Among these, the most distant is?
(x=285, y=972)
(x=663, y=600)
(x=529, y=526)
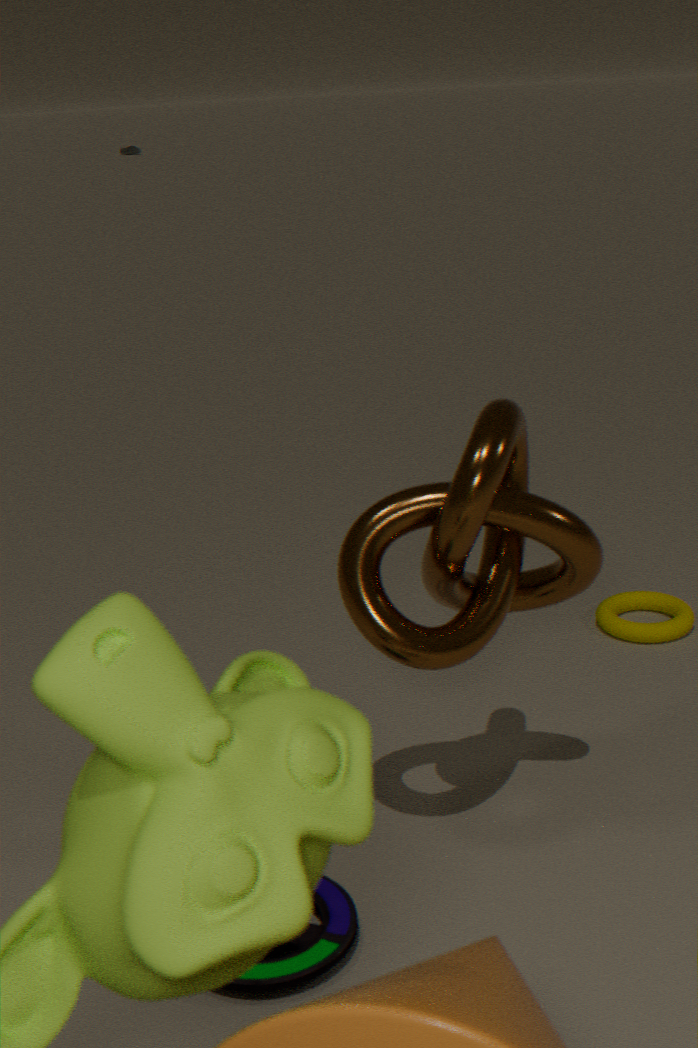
(x=663, y=600)
